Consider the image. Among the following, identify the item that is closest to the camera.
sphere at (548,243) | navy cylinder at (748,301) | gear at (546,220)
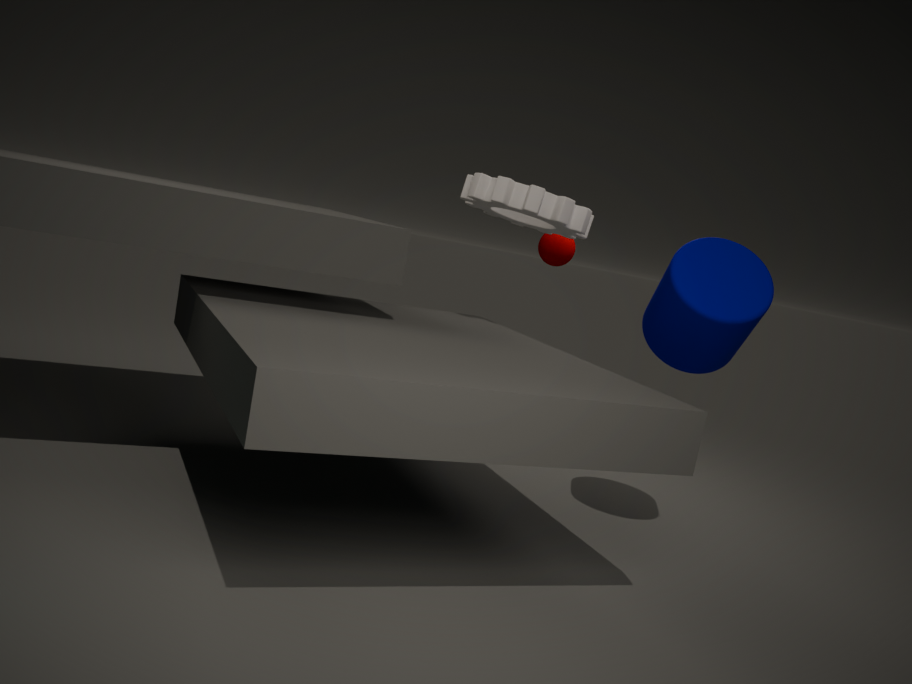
navy cylinder at (748,301)
